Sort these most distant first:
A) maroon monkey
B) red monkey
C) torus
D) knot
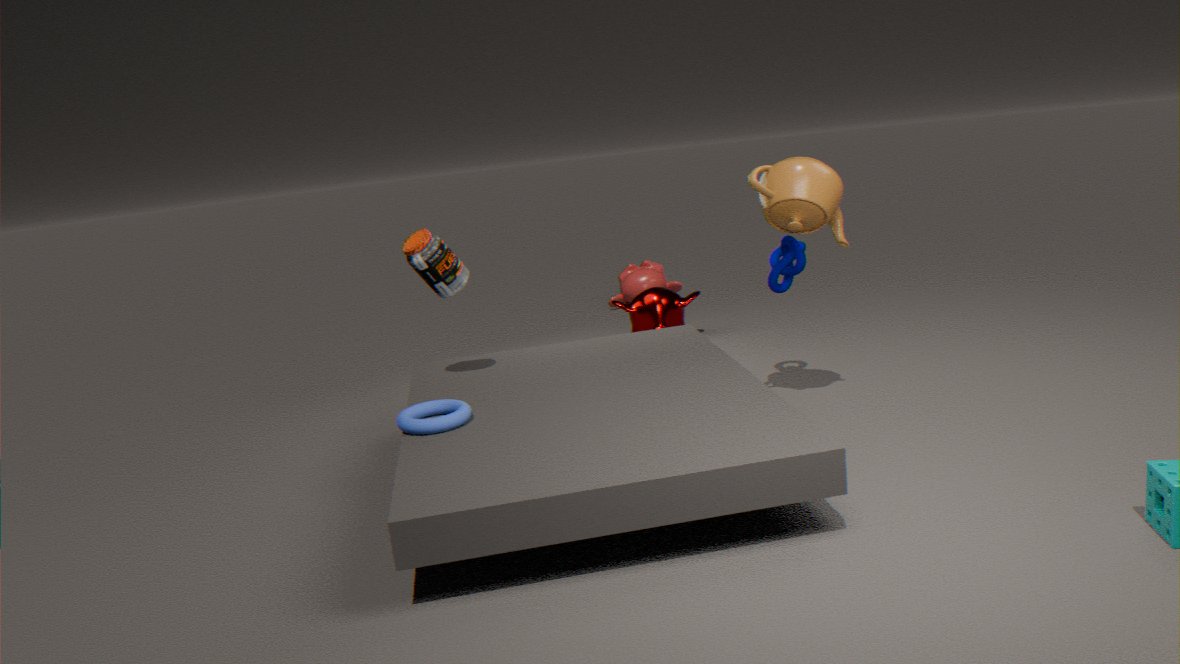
red monkey → maroon monkey → knot → torus
